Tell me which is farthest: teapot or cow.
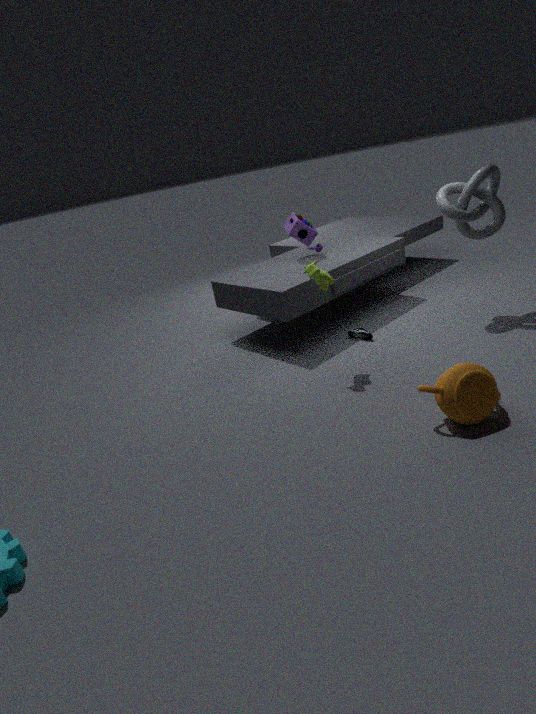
cow
